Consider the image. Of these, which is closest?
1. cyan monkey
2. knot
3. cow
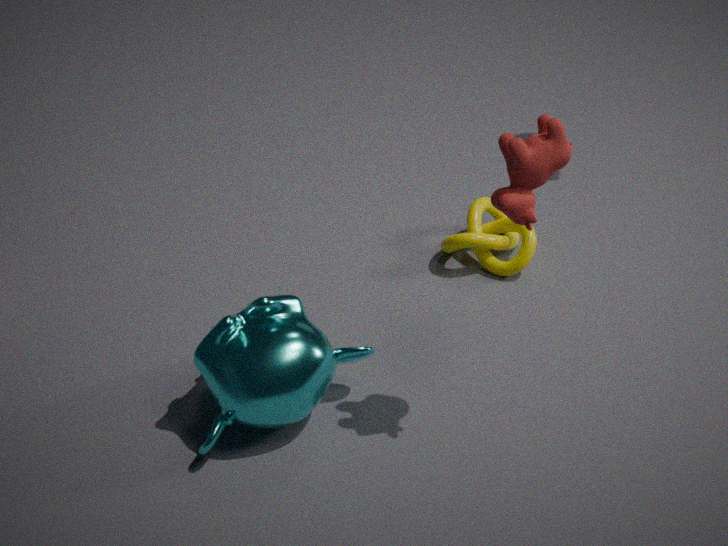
cow
